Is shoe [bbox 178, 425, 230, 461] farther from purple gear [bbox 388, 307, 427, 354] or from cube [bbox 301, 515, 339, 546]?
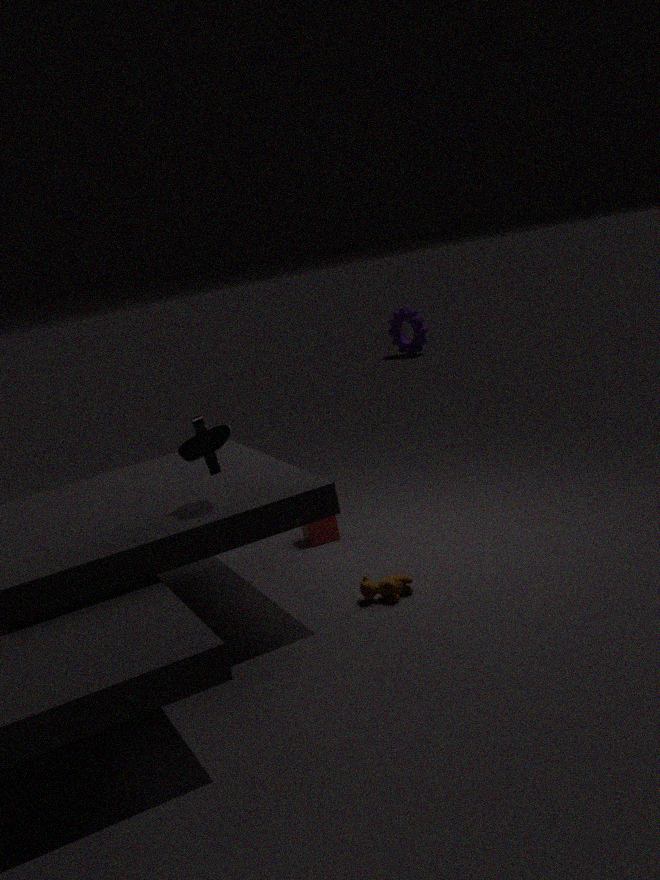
purple gear [bbox 388, 307, 427, 354]
